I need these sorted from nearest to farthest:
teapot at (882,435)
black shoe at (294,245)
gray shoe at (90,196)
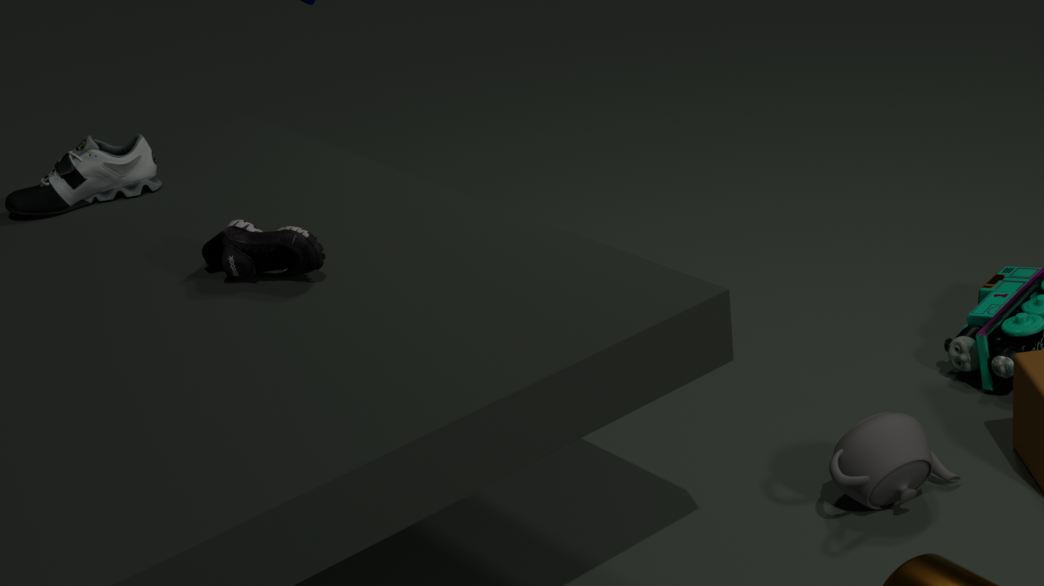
black shoe at (294,245), teapot at (882,435), gray shoe at (90,196)
